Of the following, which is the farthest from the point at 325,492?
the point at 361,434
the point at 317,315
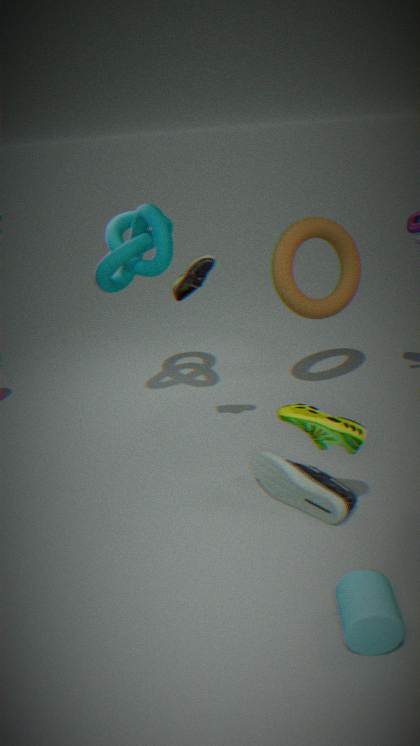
the point at 317,315
